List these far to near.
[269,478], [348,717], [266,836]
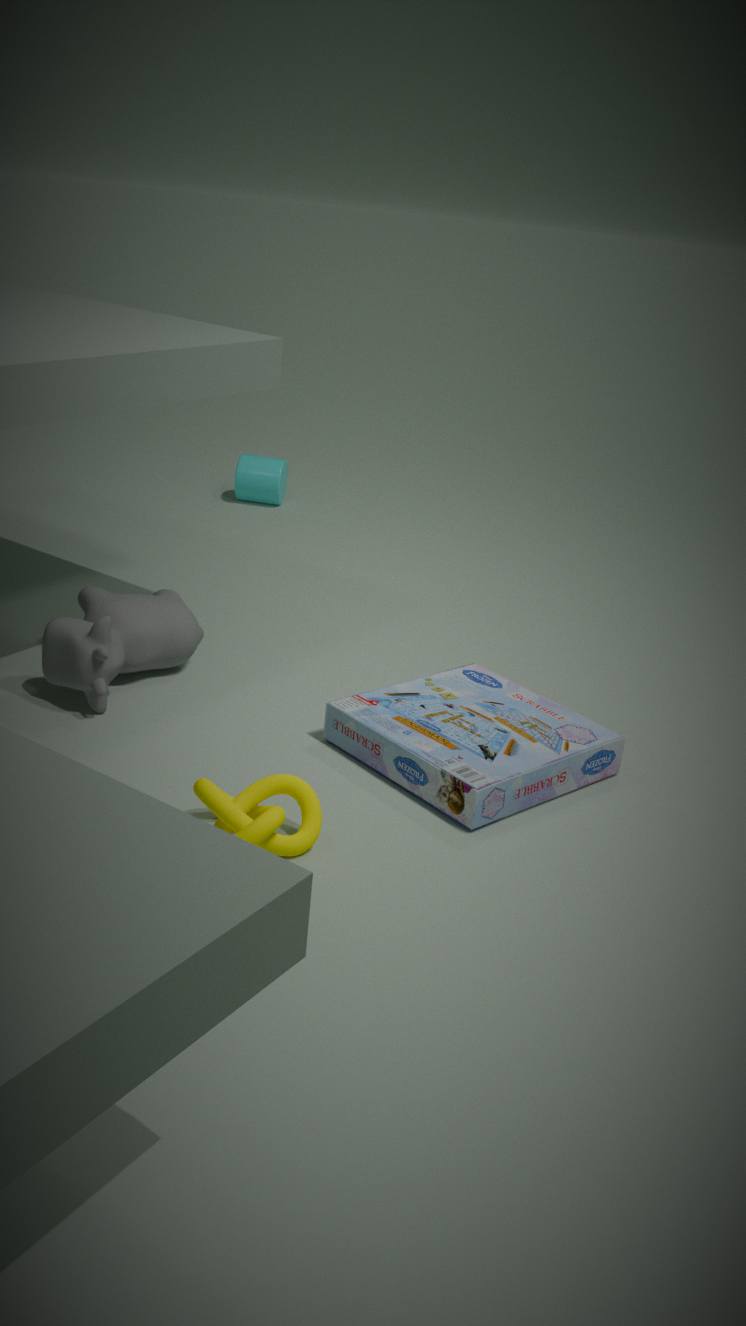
[269,478] < [348,717] < [266,836]
